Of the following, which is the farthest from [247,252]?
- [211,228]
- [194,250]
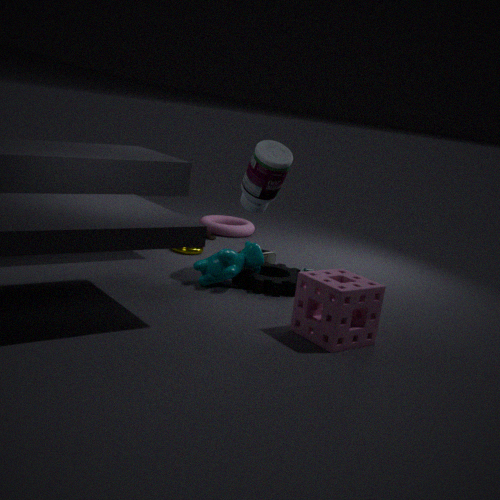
[211,228]
